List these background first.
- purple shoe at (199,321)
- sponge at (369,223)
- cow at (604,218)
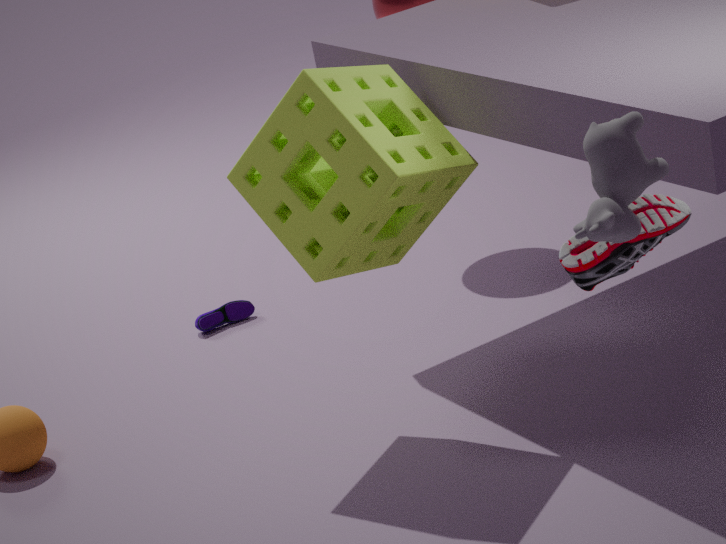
purple shoe at (199,321)
sponge at (369,223)
cow at (604,218)
